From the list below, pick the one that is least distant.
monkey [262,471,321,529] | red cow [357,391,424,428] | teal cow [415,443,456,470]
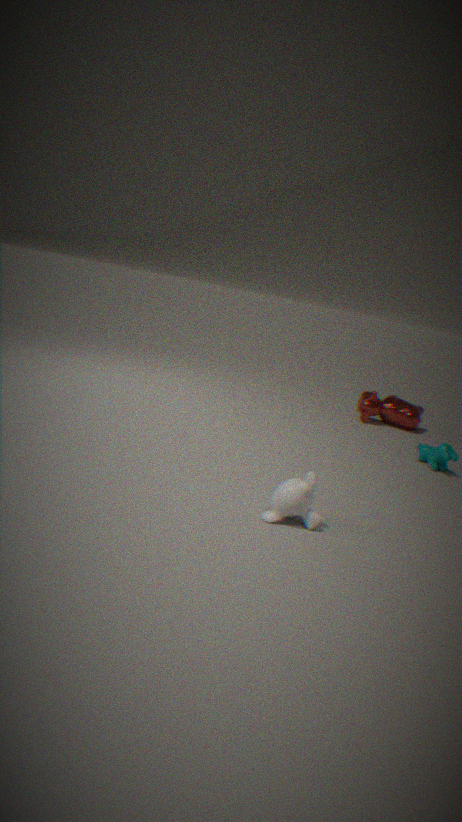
monkey [262,471,321,529]
